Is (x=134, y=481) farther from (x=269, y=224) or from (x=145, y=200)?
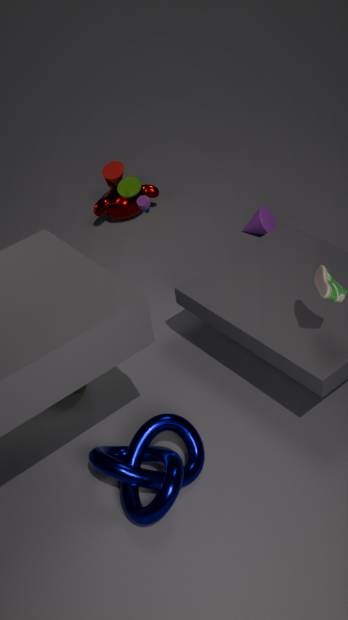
(x=269, y=224)
